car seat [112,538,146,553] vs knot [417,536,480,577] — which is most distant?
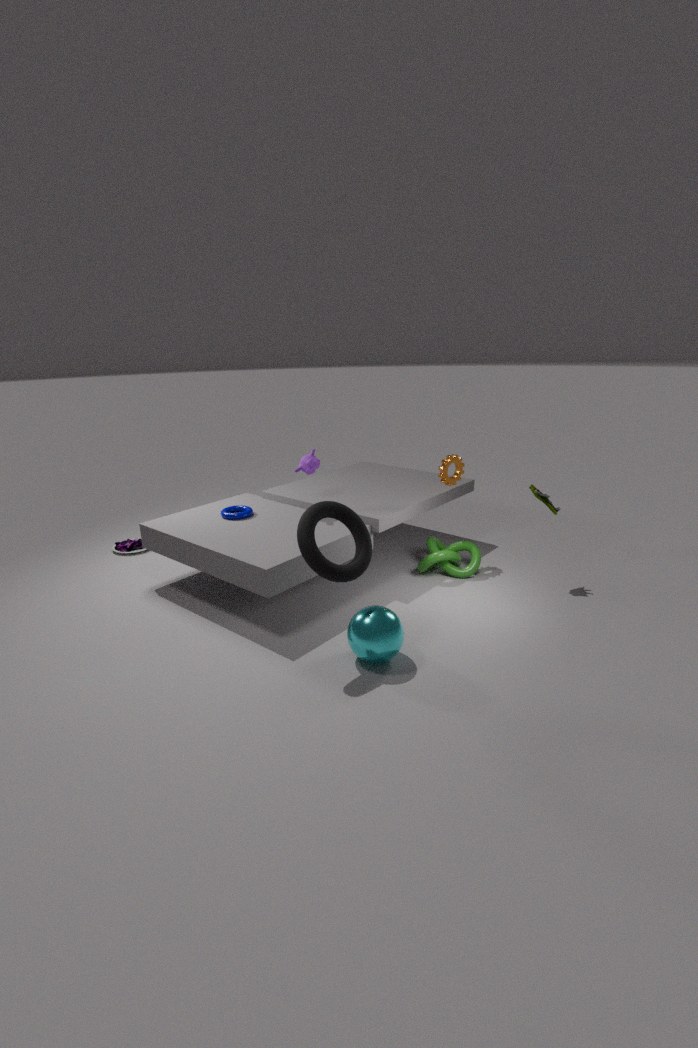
car seat [112,538,146,553]
